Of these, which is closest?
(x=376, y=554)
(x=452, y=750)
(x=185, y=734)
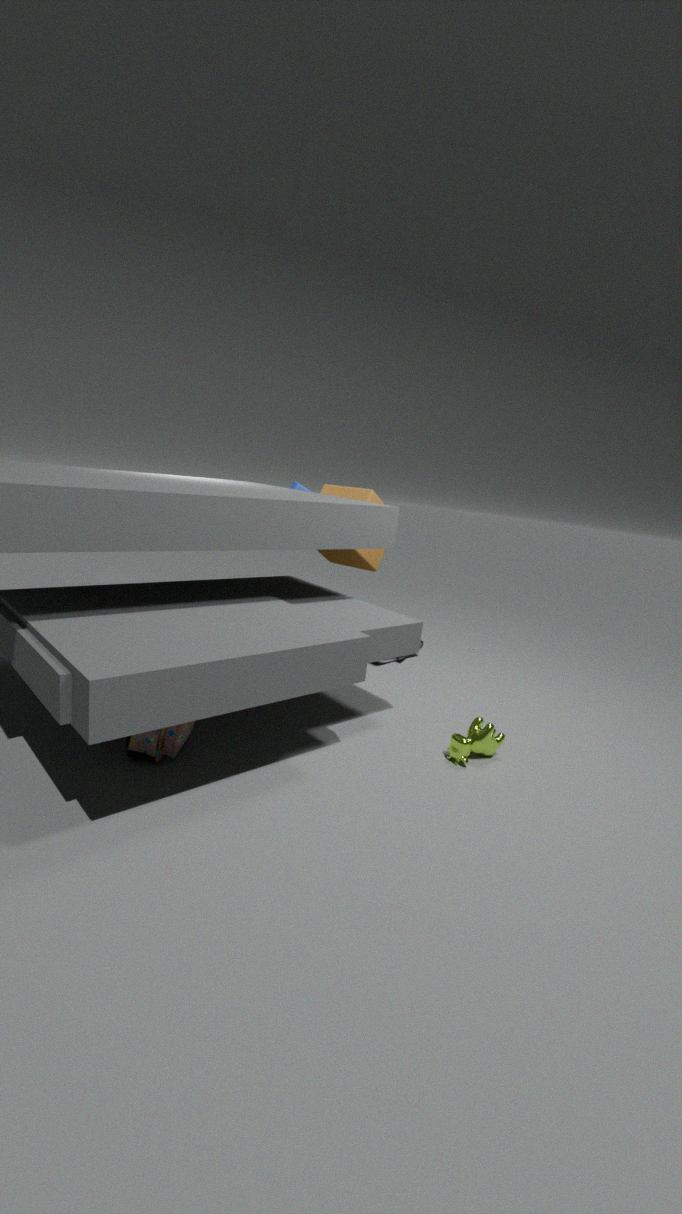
(x=185, y=734)
